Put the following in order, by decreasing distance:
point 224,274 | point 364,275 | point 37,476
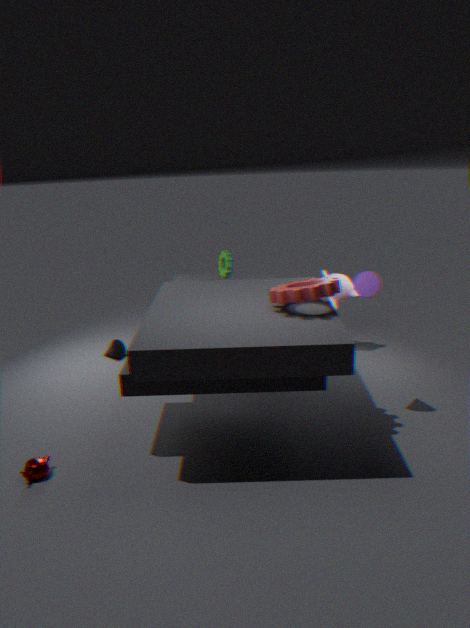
point 224,274, point 364,275, point 37,476
